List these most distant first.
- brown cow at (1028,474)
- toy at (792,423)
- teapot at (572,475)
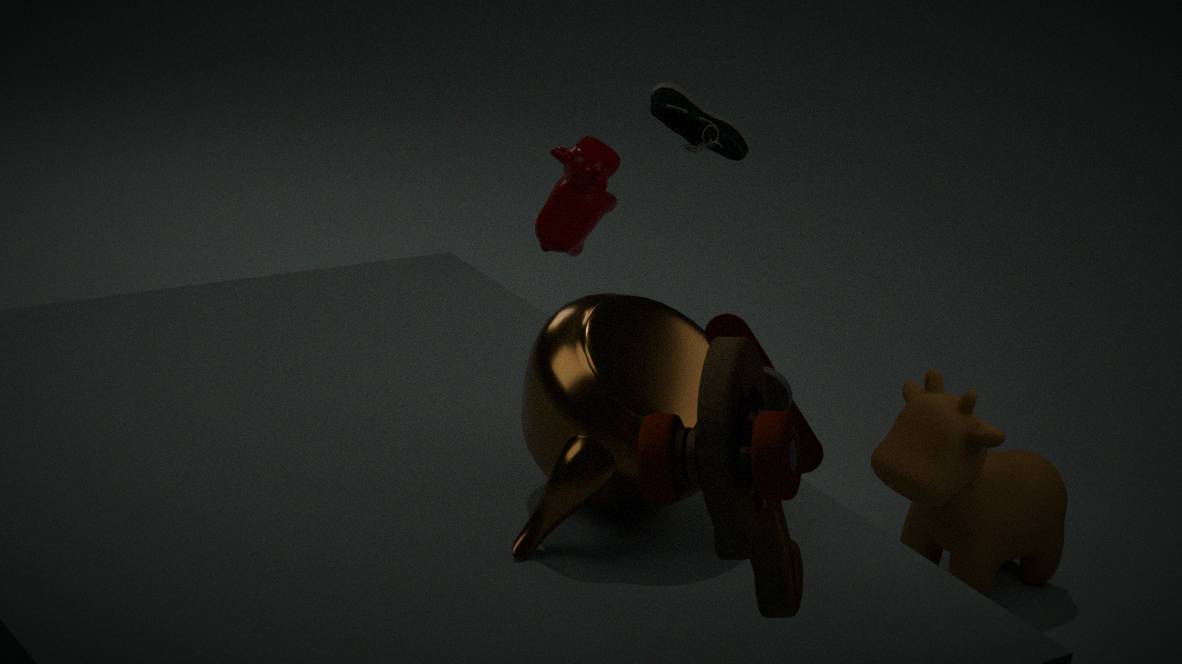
brown cow at (1028,474) < teapot at (572,475) < toy at (792,423)
